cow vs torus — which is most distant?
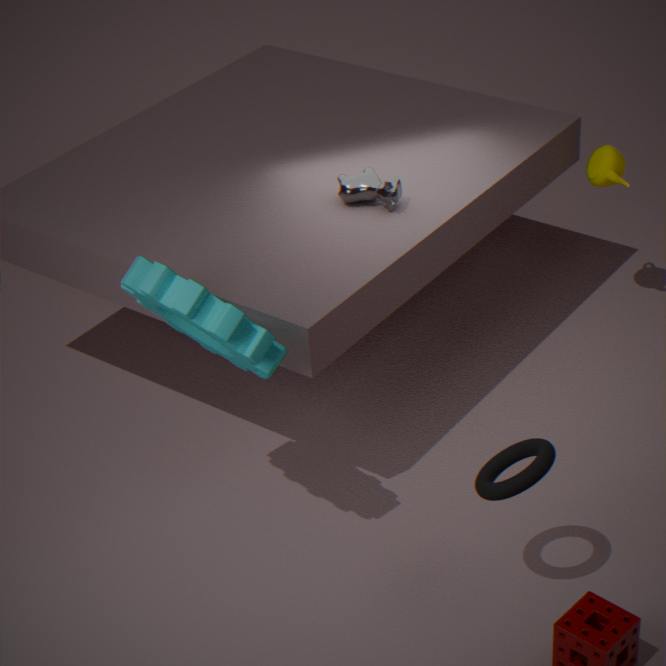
cow
